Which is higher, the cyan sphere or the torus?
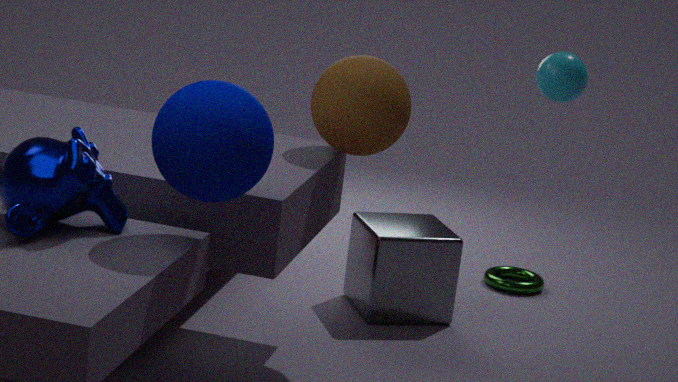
the cyan sphere
